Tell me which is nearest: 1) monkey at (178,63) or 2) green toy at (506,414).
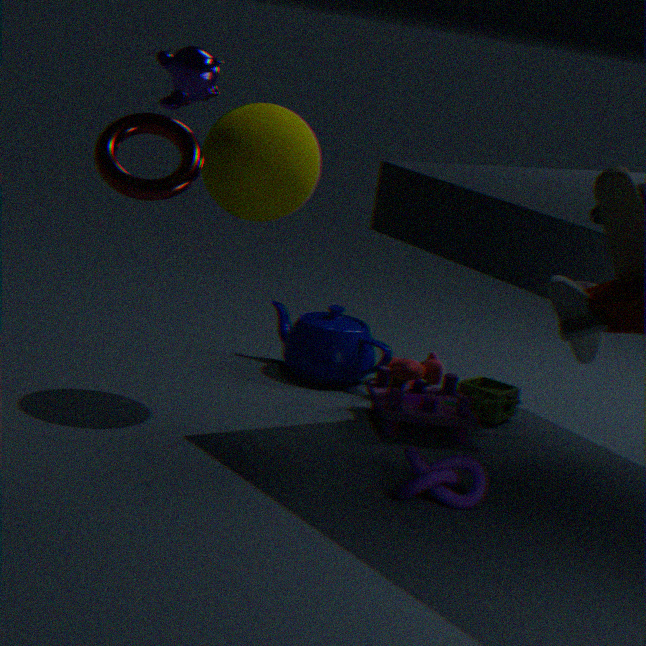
1. monkey at (178,63)
